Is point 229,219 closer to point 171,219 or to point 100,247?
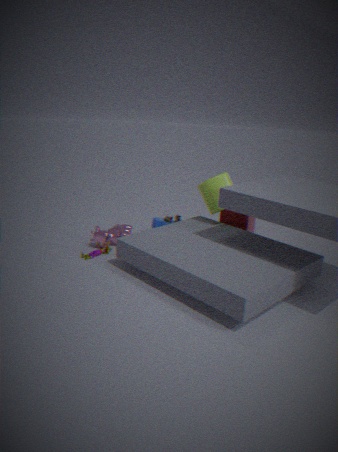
point 171,219
